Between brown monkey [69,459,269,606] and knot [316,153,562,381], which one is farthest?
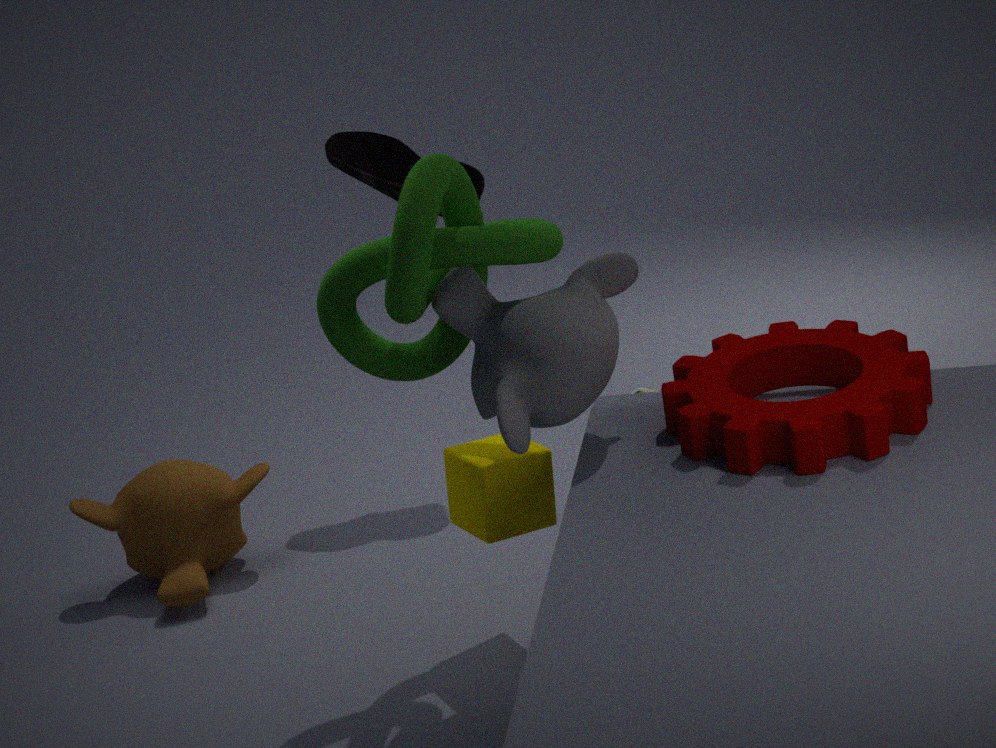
brown monkey [69,459,269,606]
